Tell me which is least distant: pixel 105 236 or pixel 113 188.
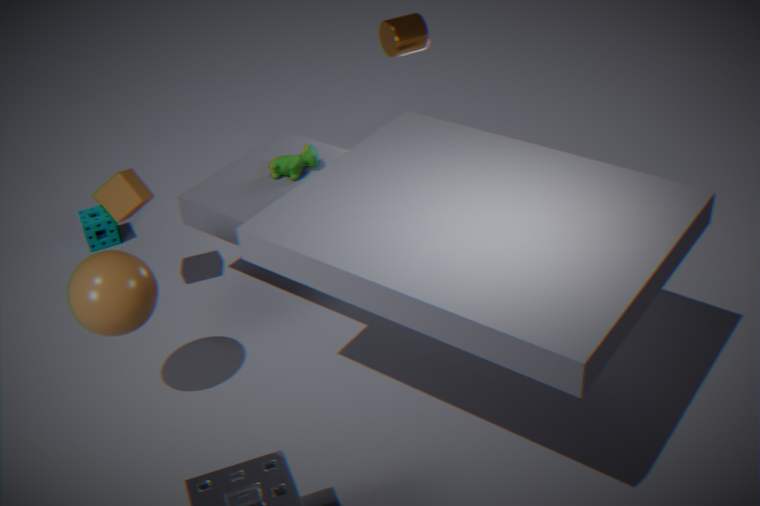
pixel 113 188
